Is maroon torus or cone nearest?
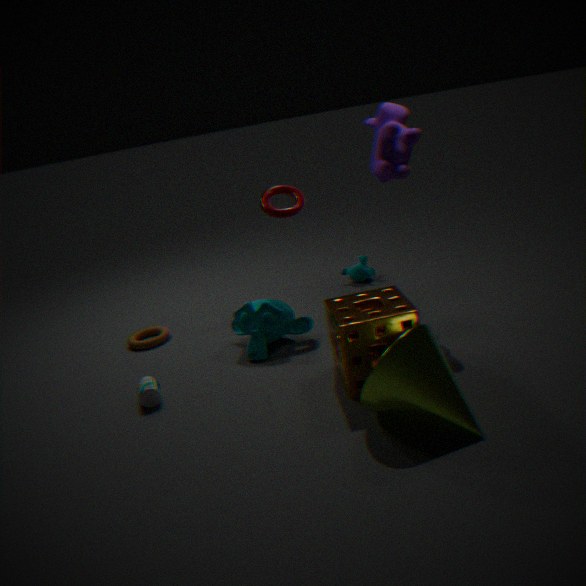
cone
